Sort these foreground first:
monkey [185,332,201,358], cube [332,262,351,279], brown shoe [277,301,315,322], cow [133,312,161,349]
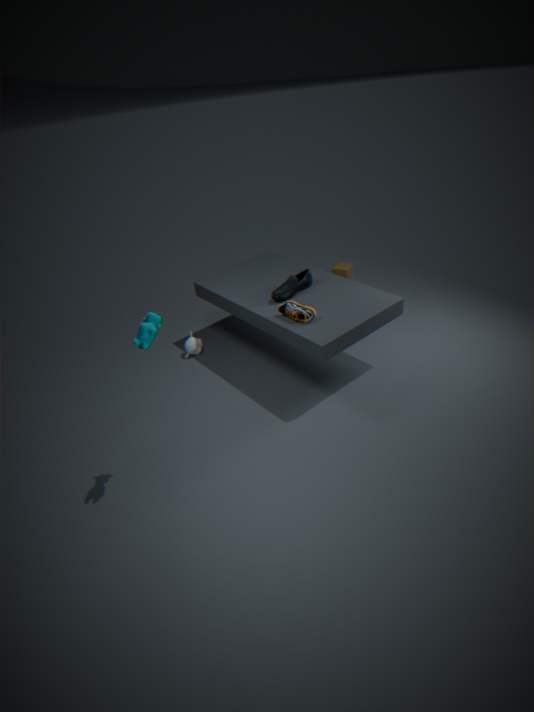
cow [133,312,161,349] < brown shoe [277,301,315,322] < monkey [185,332,201,358] < cube [332,262,351,279]
